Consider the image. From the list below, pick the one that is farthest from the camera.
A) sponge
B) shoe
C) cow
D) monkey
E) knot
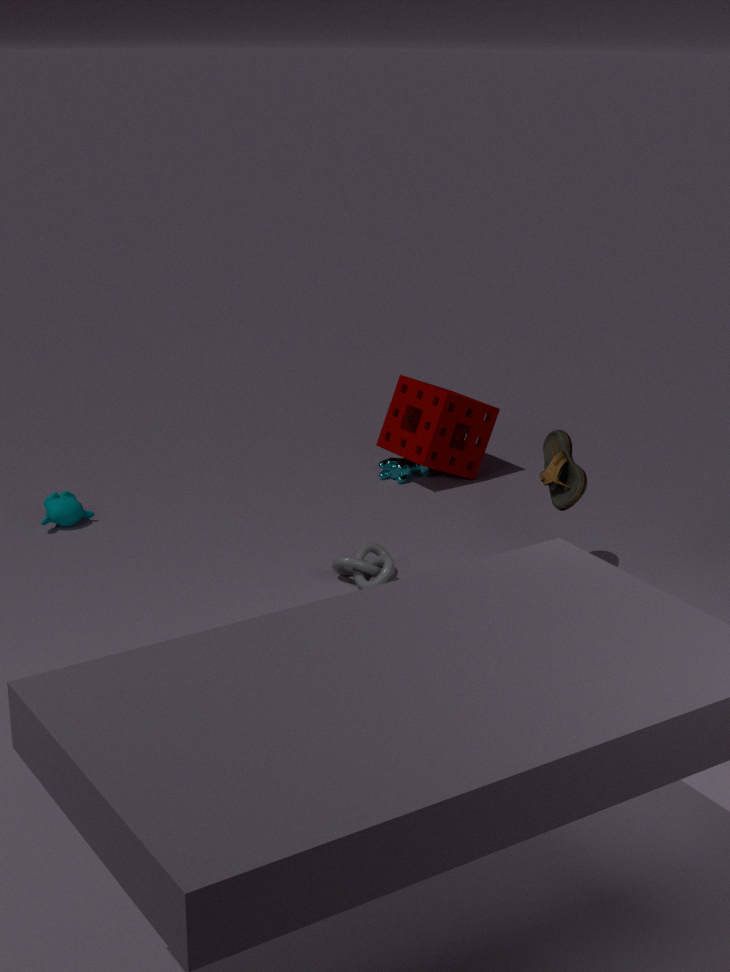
C. cow
